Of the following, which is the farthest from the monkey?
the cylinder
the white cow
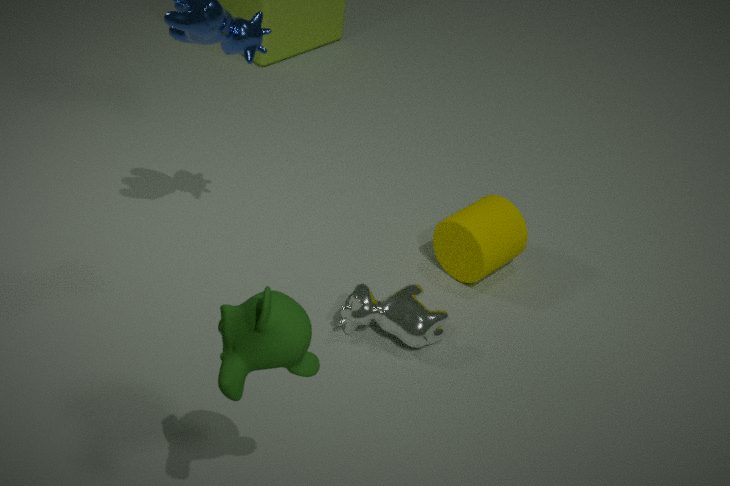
the cylinder
